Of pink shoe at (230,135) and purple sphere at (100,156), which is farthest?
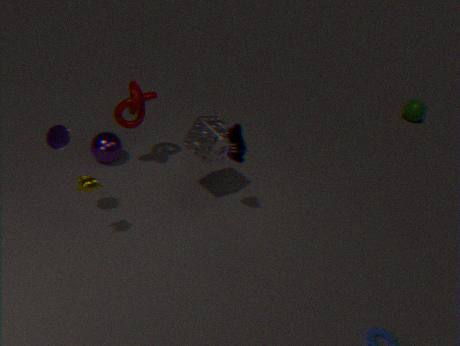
purple sphere at (100,156)
